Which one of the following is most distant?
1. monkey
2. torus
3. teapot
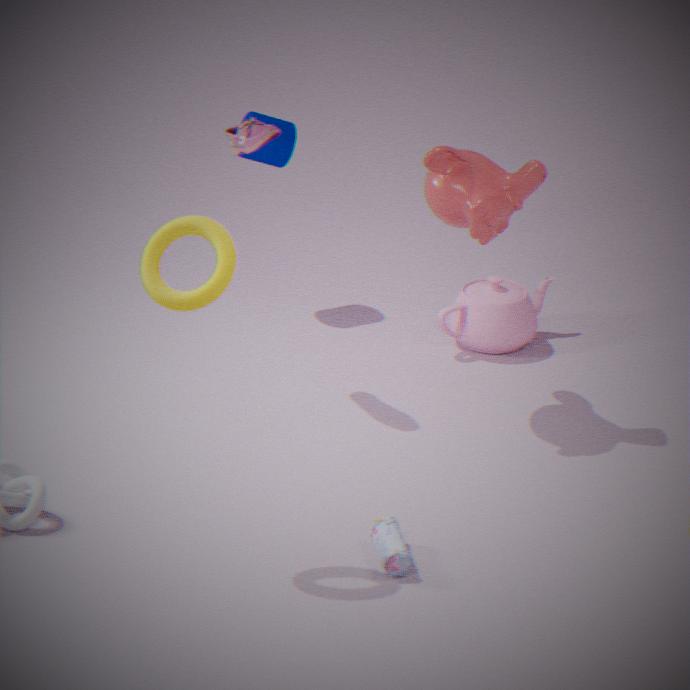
teapot
